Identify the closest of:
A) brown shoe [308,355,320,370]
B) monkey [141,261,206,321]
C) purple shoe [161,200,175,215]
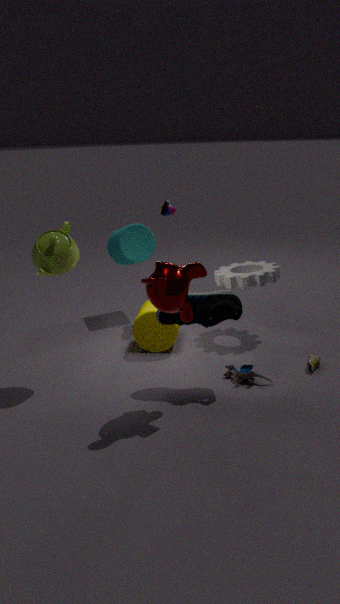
monkey [141,261,206,321]
